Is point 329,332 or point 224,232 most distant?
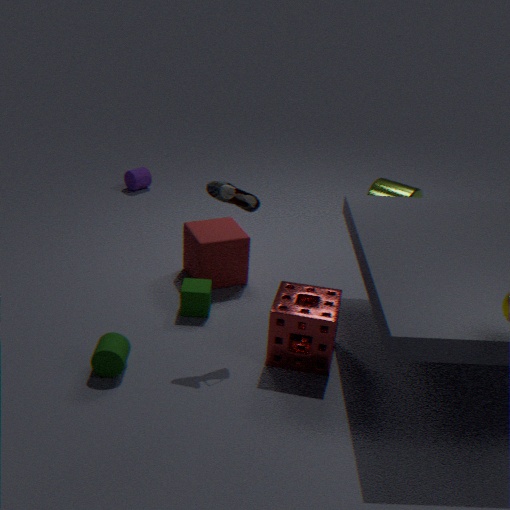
point 224,232
